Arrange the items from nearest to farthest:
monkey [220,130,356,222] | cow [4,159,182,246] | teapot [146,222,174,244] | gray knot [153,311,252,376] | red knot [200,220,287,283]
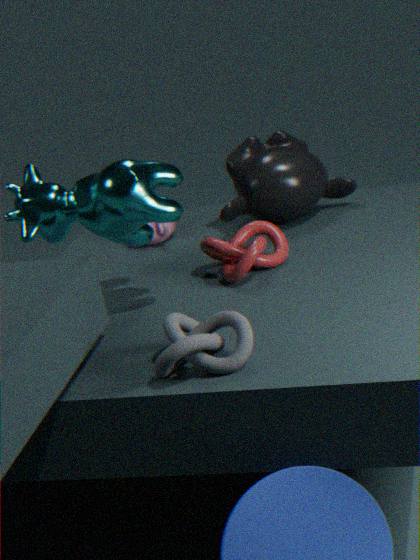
1. gray knot [153,311,252,376]
2. cow [4,159,182,246]
3. red knot [200,220,287,283]
4. monkey [220,130,356,222]
5. teapot [146,222,174,244]
